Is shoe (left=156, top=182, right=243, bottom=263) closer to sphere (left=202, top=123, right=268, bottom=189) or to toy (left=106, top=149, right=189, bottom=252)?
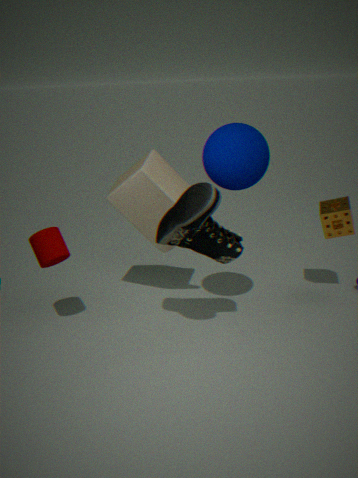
sphere (left=202, top=123, right=268, bottom=189)
